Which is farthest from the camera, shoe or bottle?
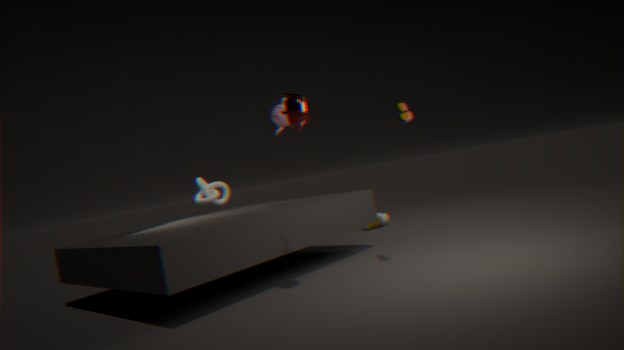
bottle
